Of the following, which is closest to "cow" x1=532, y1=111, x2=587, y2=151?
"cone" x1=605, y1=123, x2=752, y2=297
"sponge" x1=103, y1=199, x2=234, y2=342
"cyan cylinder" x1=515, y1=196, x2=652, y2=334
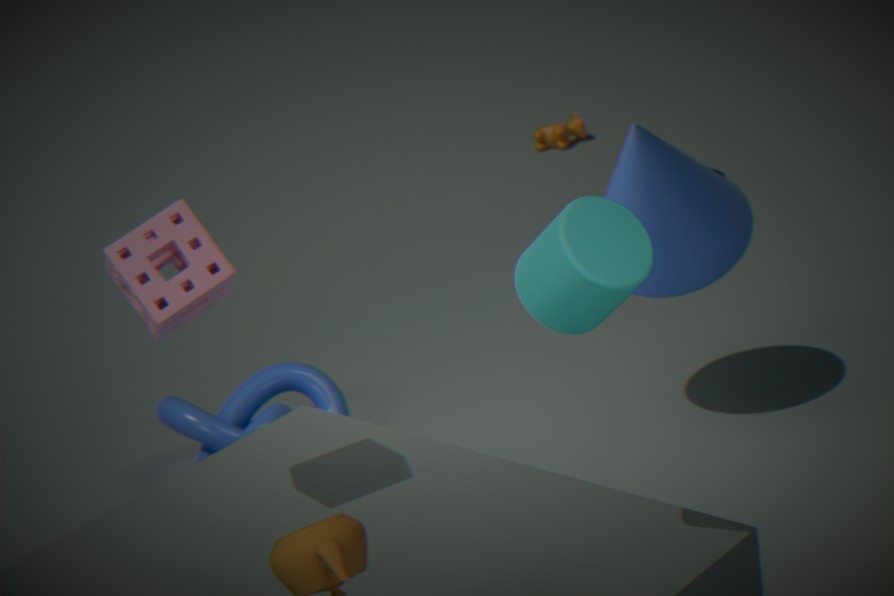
"cone" x1=605, y1=123, x2=752, y2=297
